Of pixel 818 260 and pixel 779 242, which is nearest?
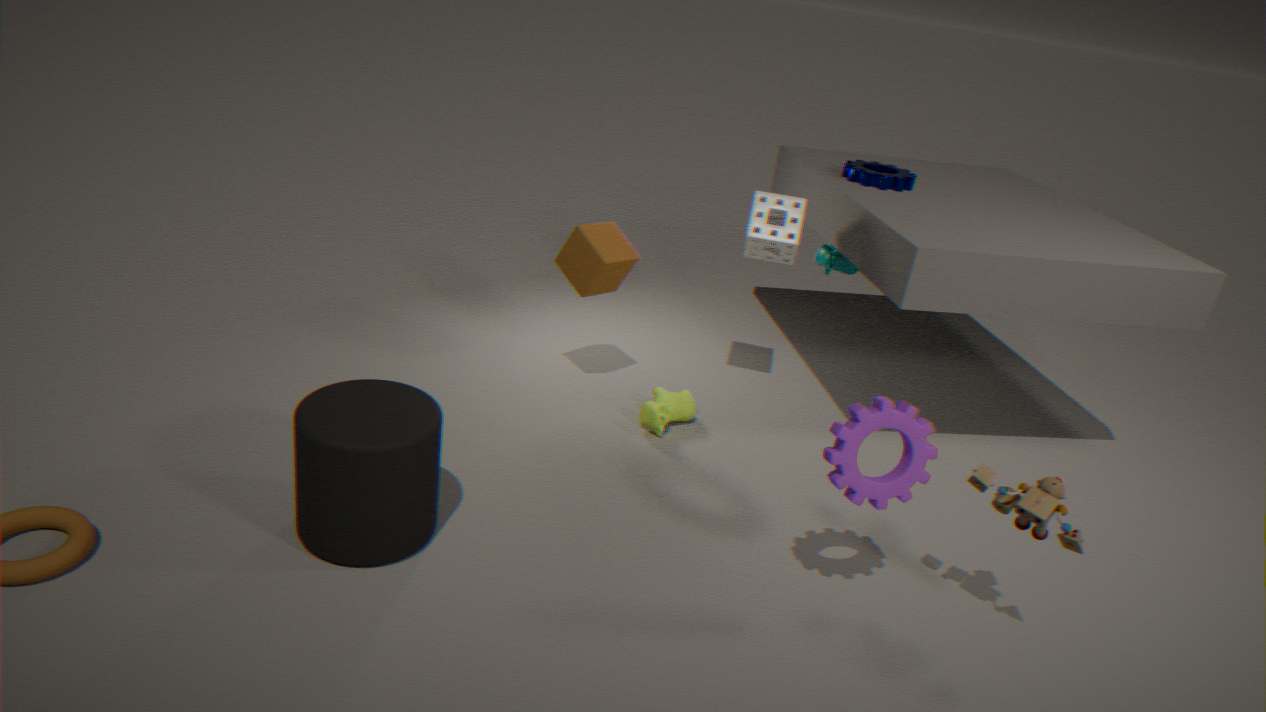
pixel 779 242
